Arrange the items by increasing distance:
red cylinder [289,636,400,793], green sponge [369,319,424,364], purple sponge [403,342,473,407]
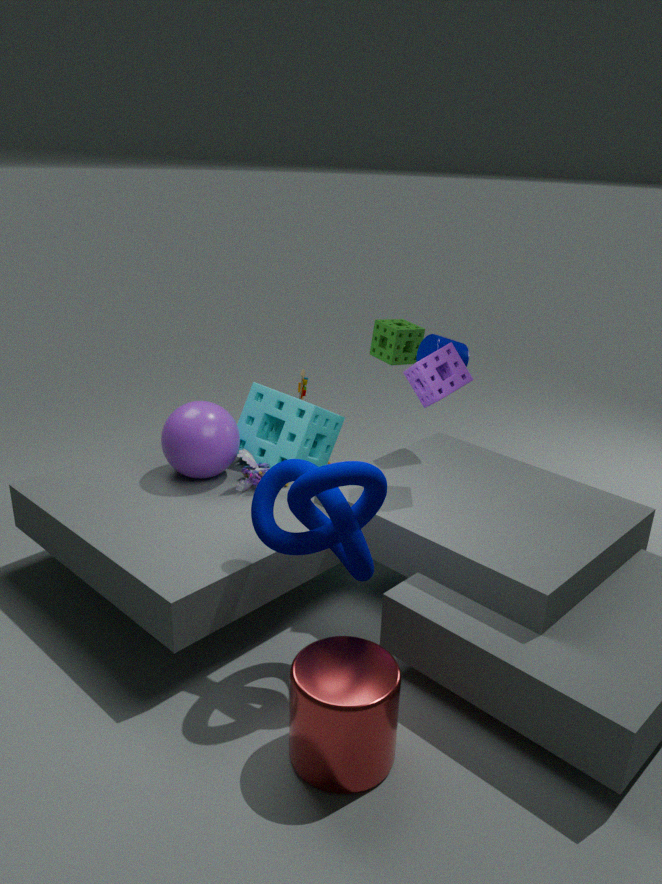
red cylinder [289,636,400,793], purple sponge [403,342,473,407], green sponge [369,319,424,364]
